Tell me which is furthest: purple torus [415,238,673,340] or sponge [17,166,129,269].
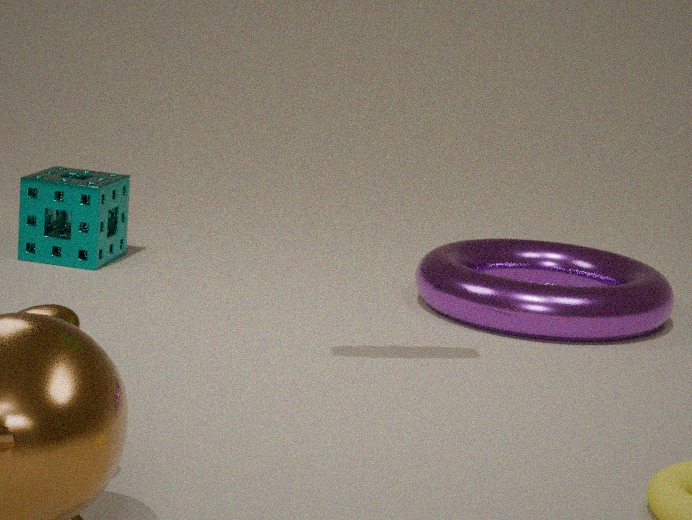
sponge [17,166,129,269]
